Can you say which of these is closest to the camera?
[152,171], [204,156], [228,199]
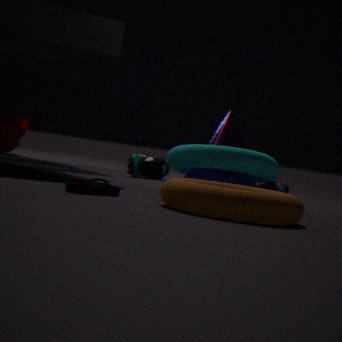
[228,199]
